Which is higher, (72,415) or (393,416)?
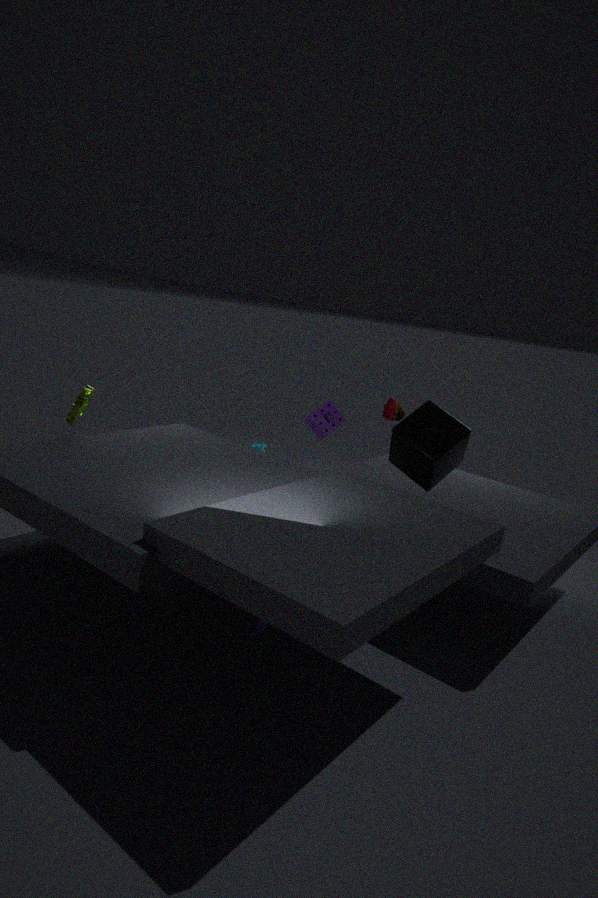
(393,416)
